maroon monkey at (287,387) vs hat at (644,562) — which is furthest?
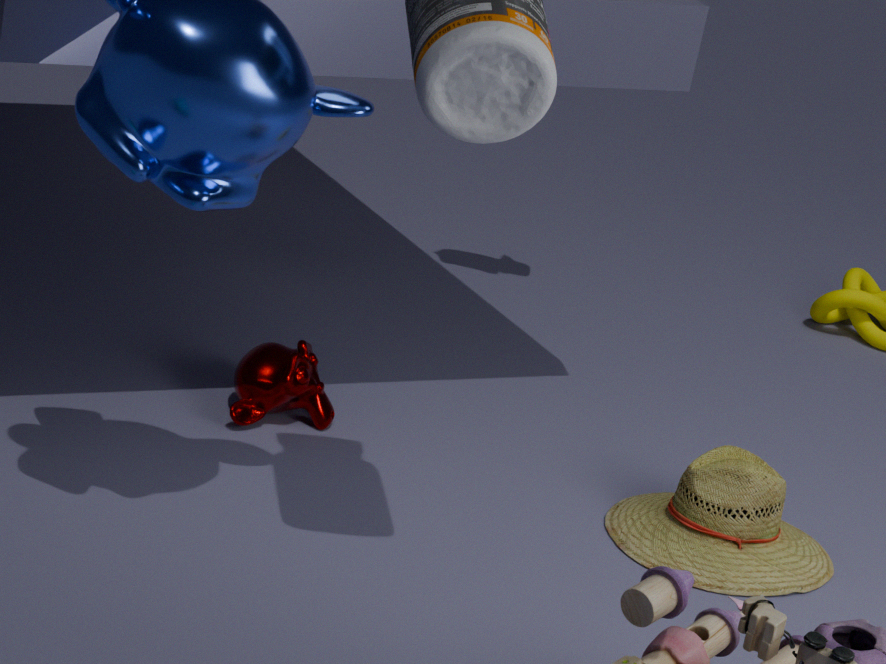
maroon monkey at (287,387)
